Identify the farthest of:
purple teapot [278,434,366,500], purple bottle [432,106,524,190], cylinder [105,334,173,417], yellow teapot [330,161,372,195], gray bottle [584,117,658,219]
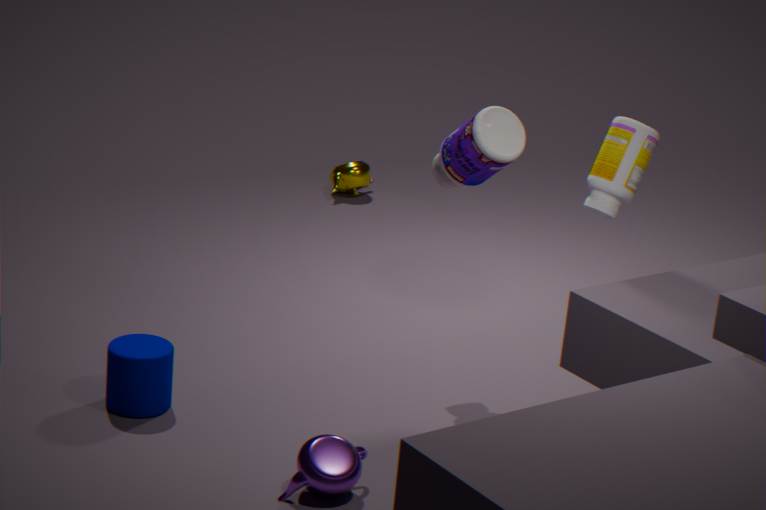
yellow teapot [330,161,372,195]
